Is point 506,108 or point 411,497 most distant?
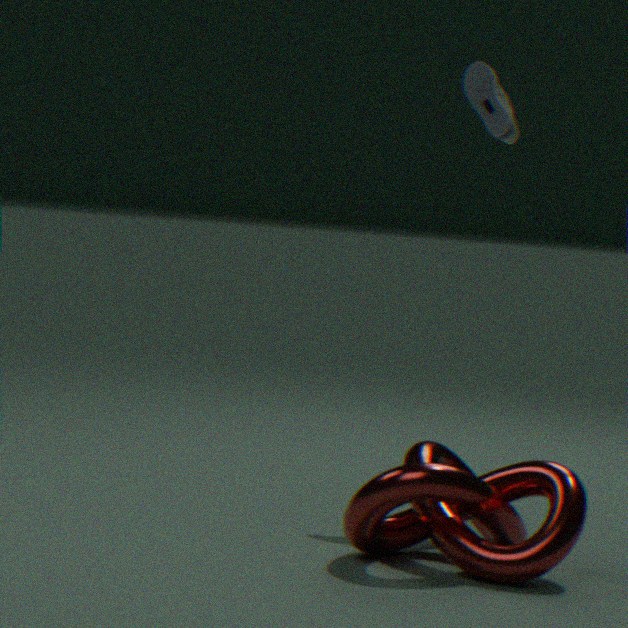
point 506,108
